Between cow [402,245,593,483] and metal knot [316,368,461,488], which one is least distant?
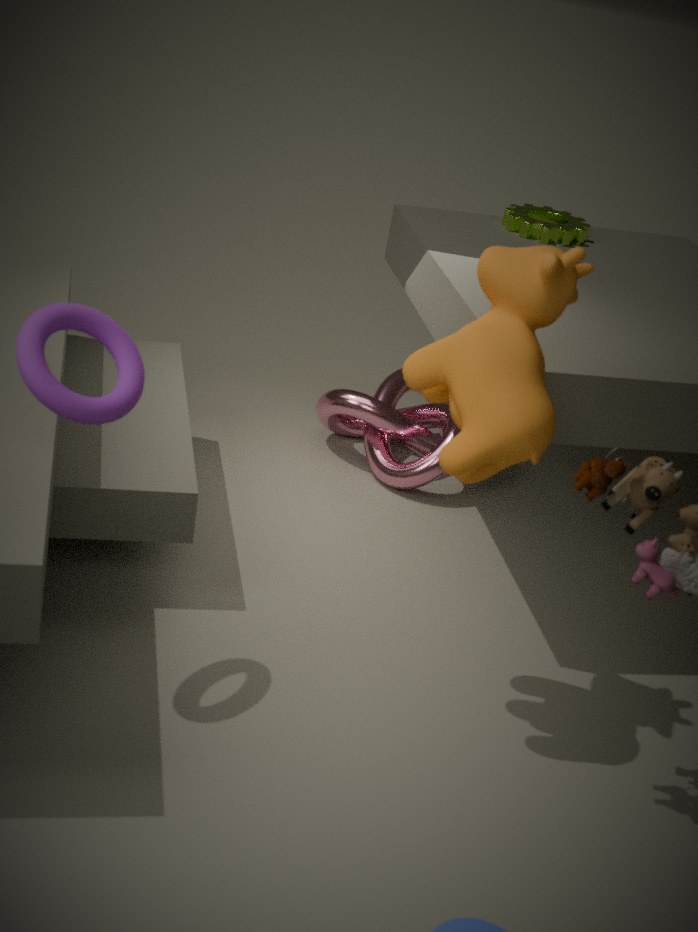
cow [402,245,593,483]
